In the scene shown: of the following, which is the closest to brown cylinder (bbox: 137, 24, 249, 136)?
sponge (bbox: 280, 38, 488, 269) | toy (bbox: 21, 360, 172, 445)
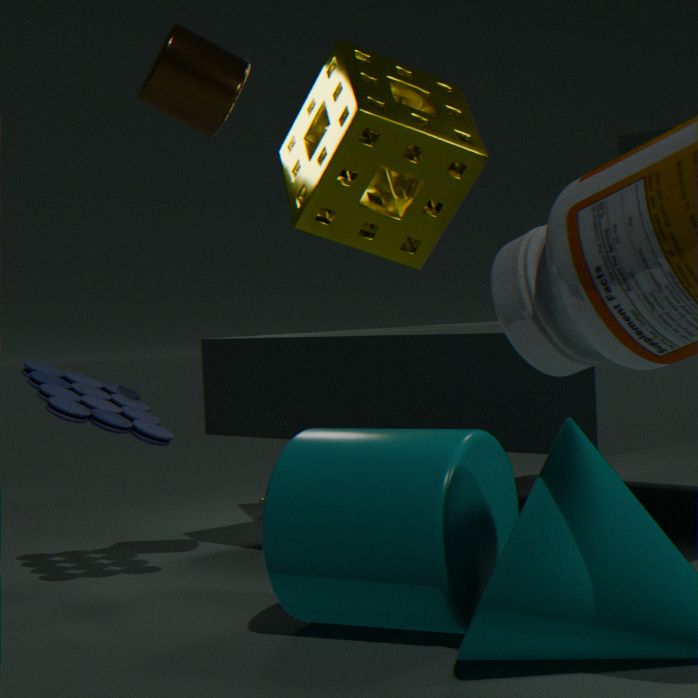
sponge (bbox: 280, 38, 488, 269)
